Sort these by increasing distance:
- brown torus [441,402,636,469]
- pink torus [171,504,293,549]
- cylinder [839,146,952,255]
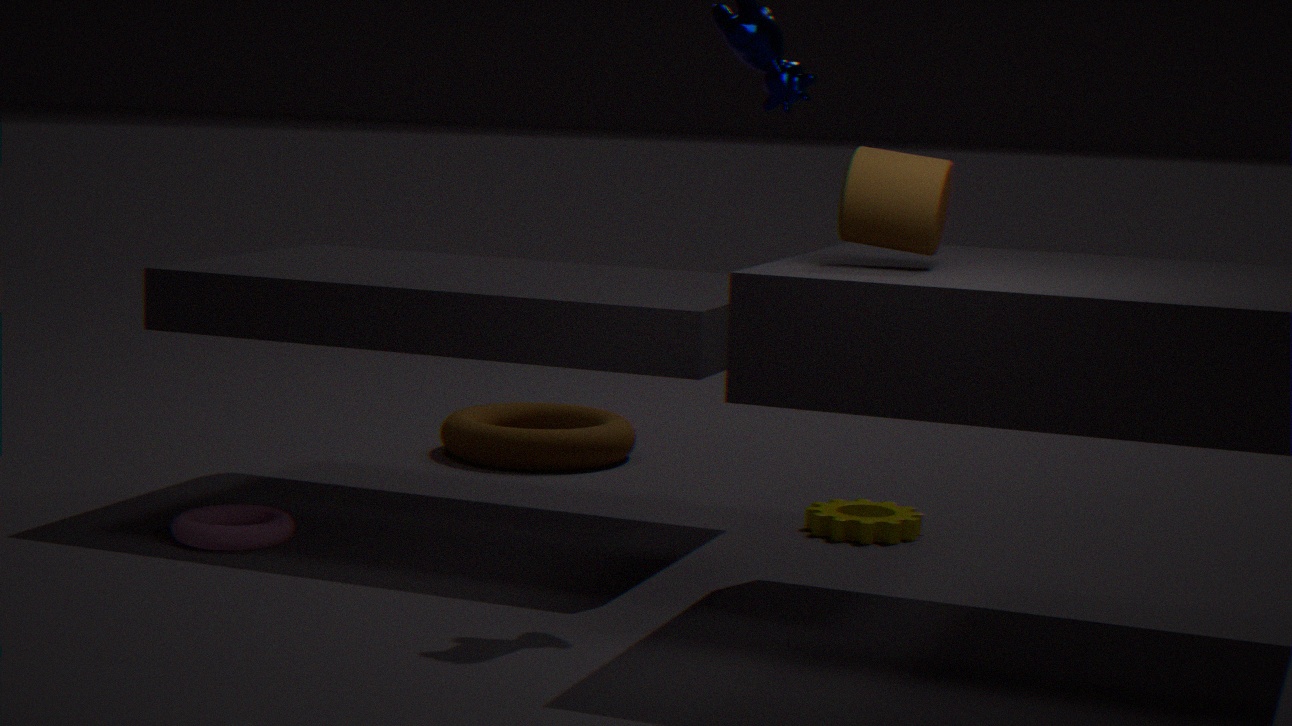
cylinder [839,146,952,255] → pink torus [171,504,293,549] → brown torus [441,402,636,469]
